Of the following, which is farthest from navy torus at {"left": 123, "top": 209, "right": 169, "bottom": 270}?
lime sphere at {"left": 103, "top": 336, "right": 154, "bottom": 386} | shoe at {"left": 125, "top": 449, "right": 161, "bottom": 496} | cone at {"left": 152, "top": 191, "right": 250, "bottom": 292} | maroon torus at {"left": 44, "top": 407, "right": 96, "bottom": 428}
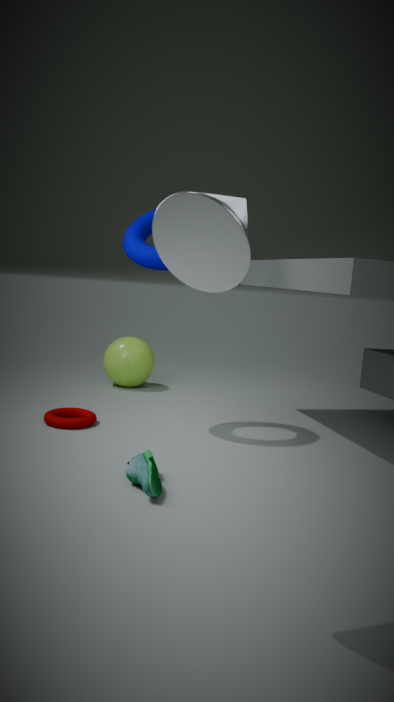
cone at {"left": 152, "top": 191, "right": 250, "bottom": 292}
